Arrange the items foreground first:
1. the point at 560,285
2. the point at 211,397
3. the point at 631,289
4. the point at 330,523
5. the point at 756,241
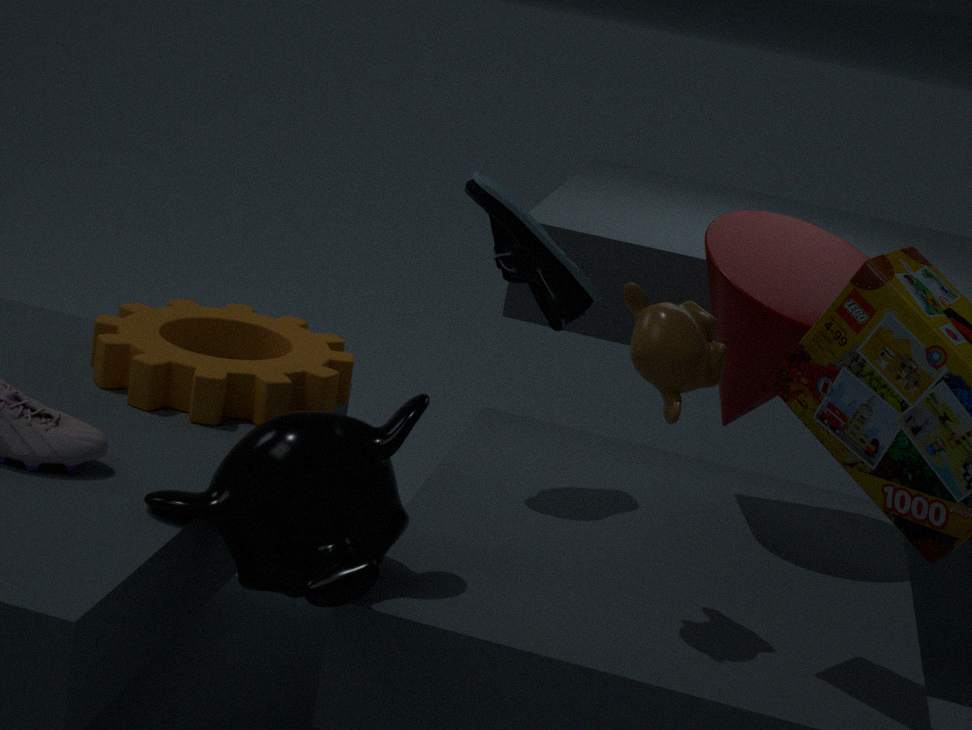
the point at 330,523 < the point at 631,289 < the point at 211,397 < the point at 560,285 < the point at 756,241
